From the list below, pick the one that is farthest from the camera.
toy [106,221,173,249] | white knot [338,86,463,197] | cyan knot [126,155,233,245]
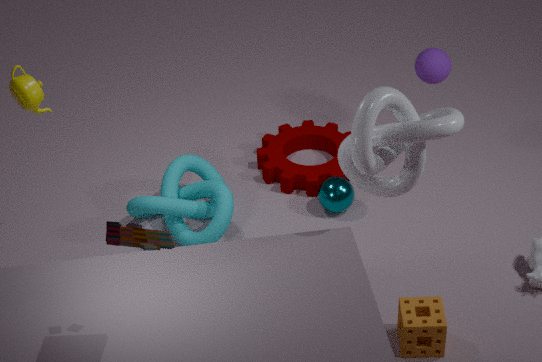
cyan knot [126,155,233,245]
